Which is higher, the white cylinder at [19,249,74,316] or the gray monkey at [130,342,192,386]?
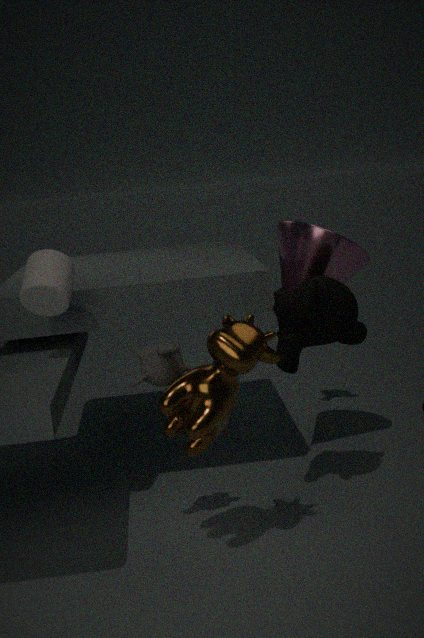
the white cylinder at [19,249,74,316]
